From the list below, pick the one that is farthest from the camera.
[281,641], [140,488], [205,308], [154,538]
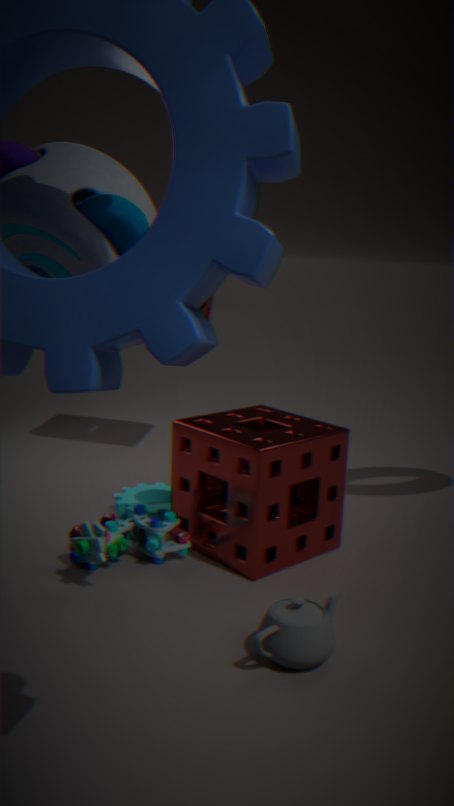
[205,308]
